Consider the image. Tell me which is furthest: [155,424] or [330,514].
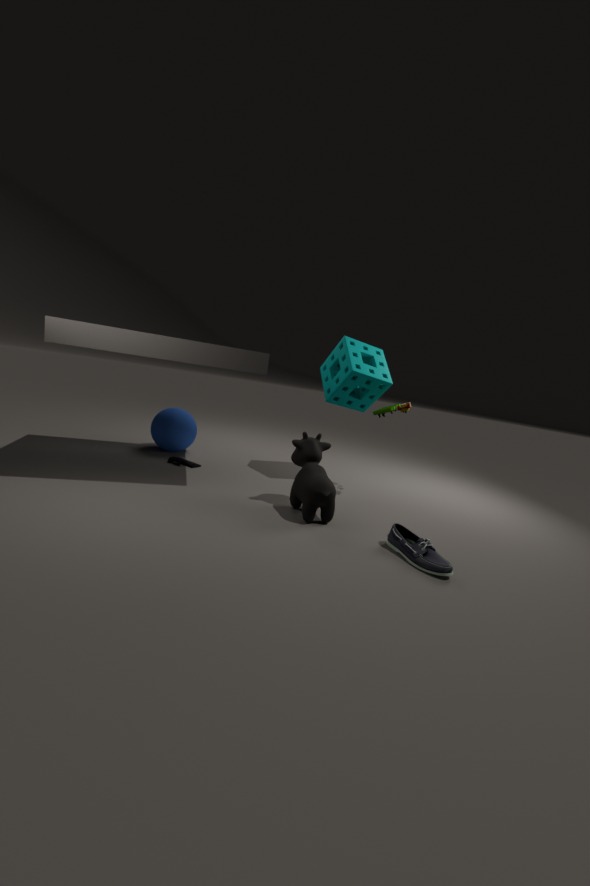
[155,424]
